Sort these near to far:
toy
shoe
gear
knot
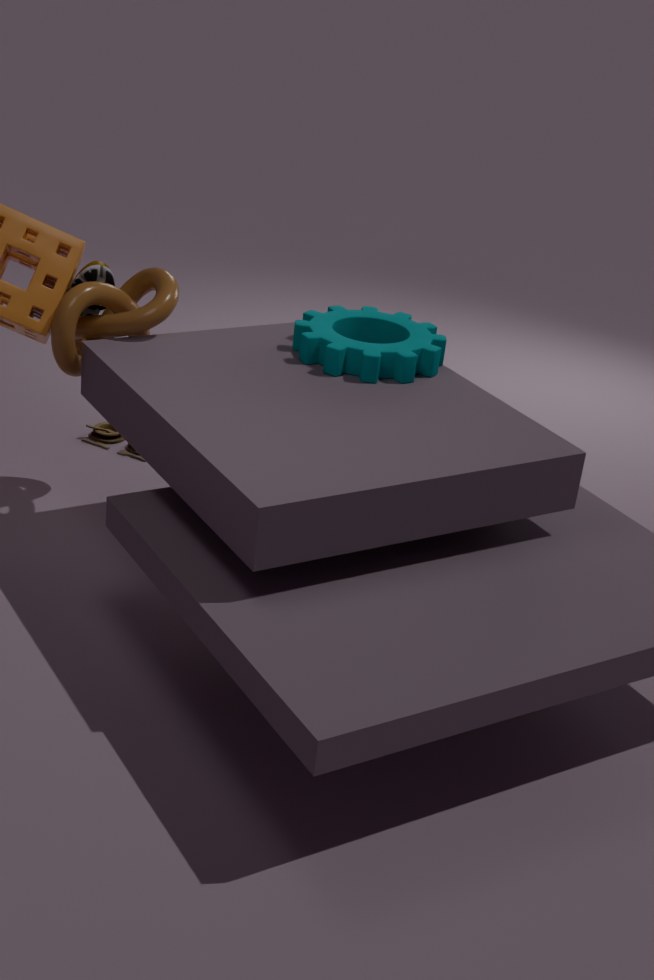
gear < knot < shoe < toy
